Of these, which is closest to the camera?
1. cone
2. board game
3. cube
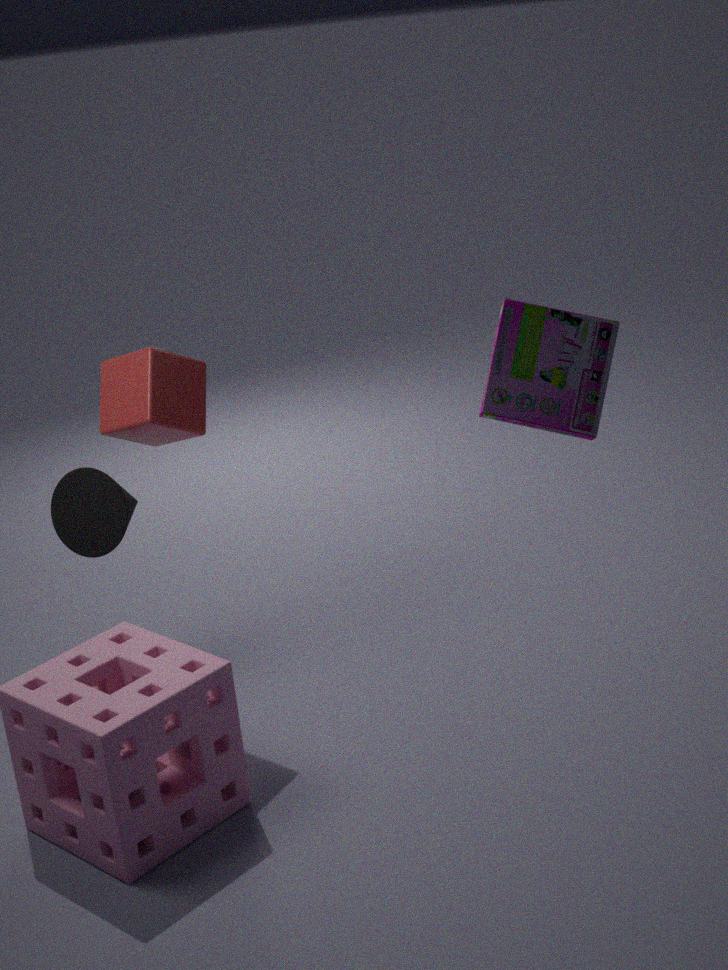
board game
